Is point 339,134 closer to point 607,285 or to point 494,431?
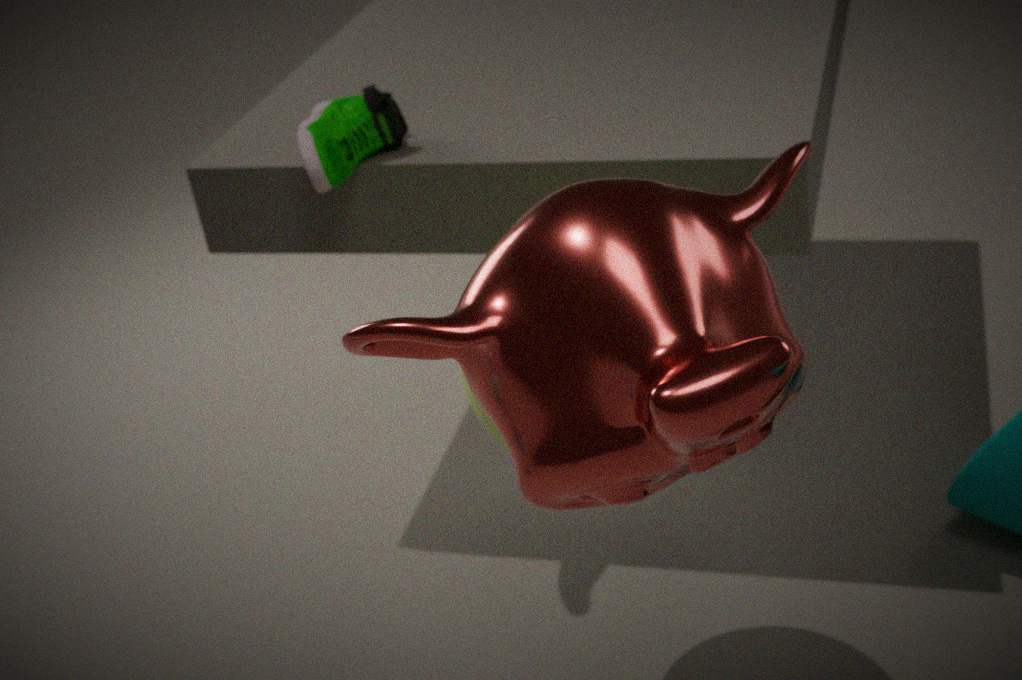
point 494,431
